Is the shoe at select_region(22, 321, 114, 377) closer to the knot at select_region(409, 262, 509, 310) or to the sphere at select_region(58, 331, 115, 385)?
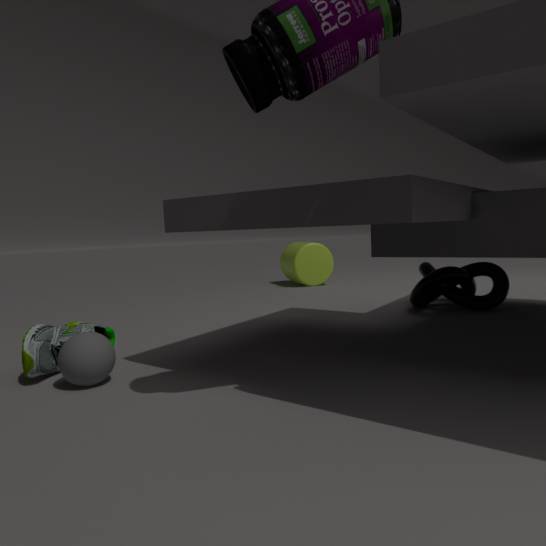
the sphere at select_region(58, 331, 115, 385)
